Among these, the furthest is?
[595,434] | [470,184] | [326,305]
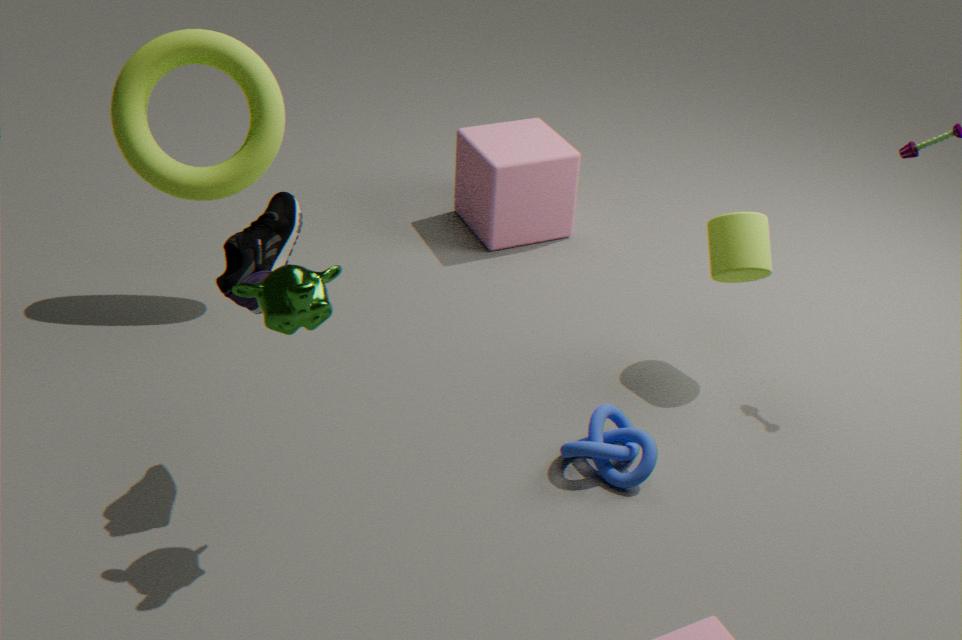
[470,184]
